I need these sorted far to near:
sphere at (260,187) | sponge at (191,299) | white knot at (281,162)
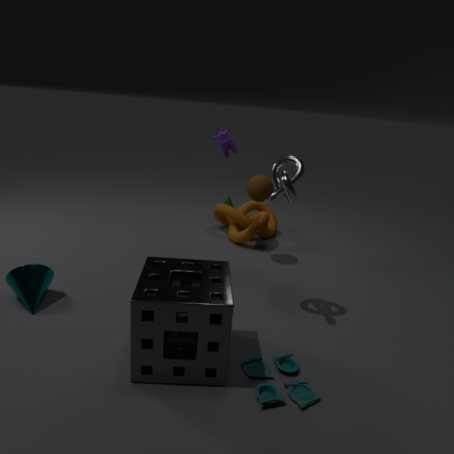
sphere at (260,187) < white knot at (281,162) < sponge at (191,299)
